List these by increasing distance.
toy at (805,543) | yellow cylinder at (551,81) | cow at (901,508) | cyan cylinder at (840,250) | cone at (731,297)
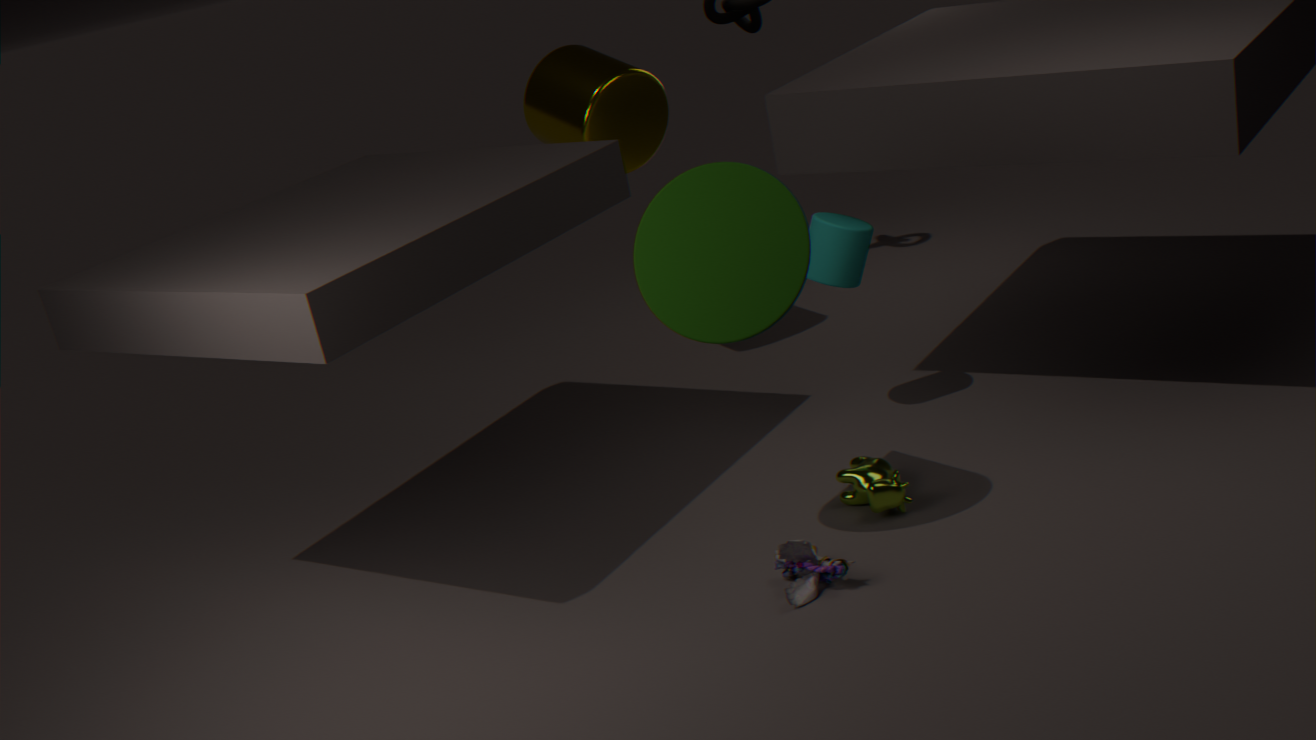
cone at (731,297)
toy at (805,543)
cow at (901,508)
cyan cylinder at (840,250)
yellow cylinder at (551,81)
